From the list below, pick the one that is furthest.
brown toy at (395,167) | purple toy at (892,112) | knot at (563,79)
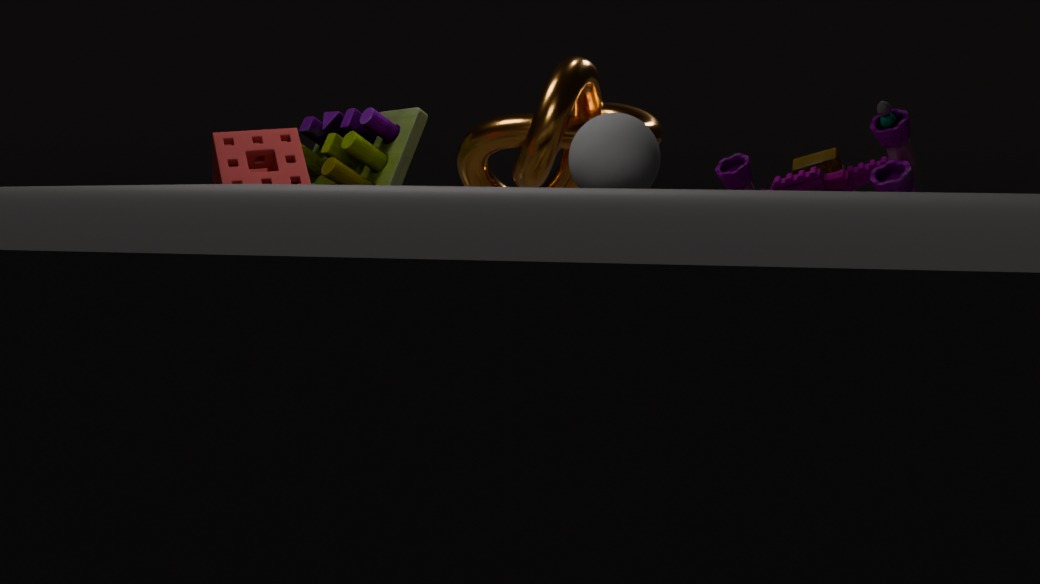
brown toy at (395,167)
